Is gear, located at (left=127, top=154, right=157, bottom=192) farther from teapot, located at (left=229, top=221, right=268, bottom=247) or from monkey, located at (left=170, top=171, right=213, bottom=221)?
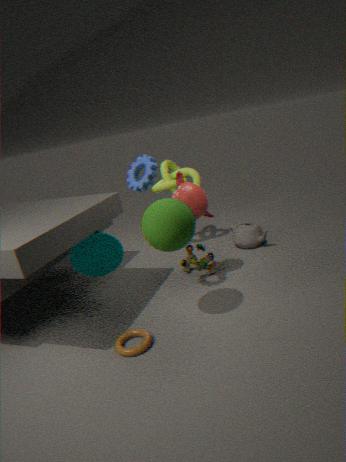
teapot, located at (left=229, top=221, right=268, bottom=247)
